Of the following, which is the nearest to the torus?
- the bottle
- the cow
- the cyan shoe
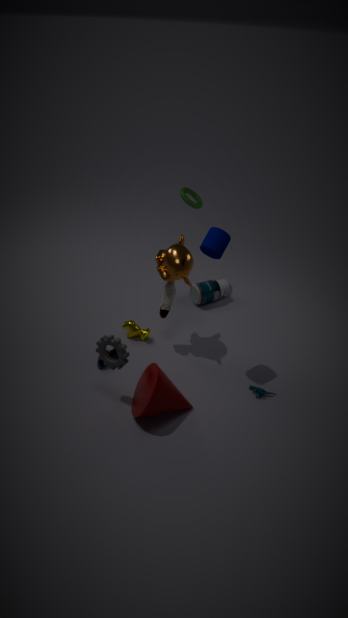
the bottle
